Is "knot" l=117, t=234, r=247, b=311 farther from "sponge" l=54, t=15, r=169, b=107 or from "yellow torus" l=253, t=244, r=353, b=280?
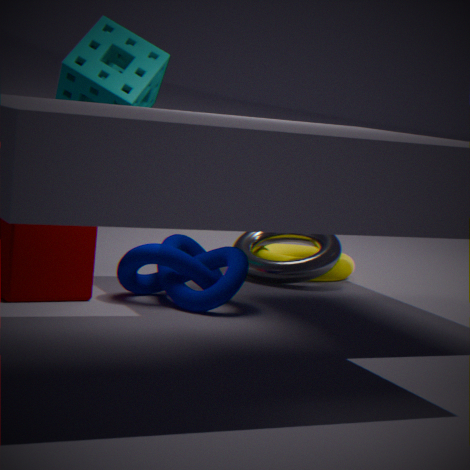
"yellow torus" l=253, t=244, r=353, b=280
